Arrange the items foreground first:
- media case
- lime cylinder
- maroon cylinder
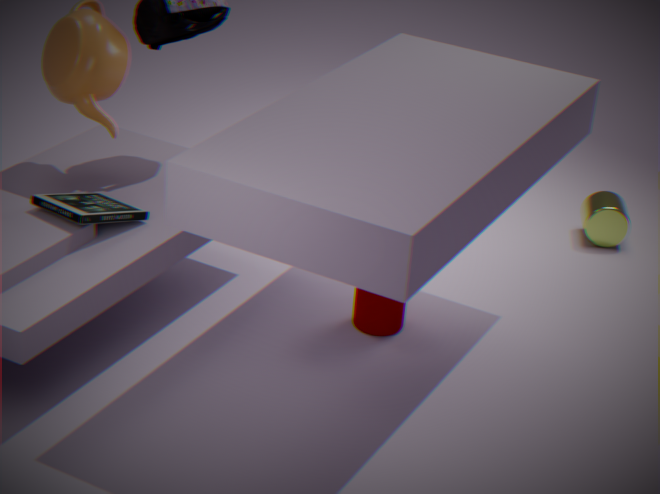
media case < maroon cylinder < lime cylinder
